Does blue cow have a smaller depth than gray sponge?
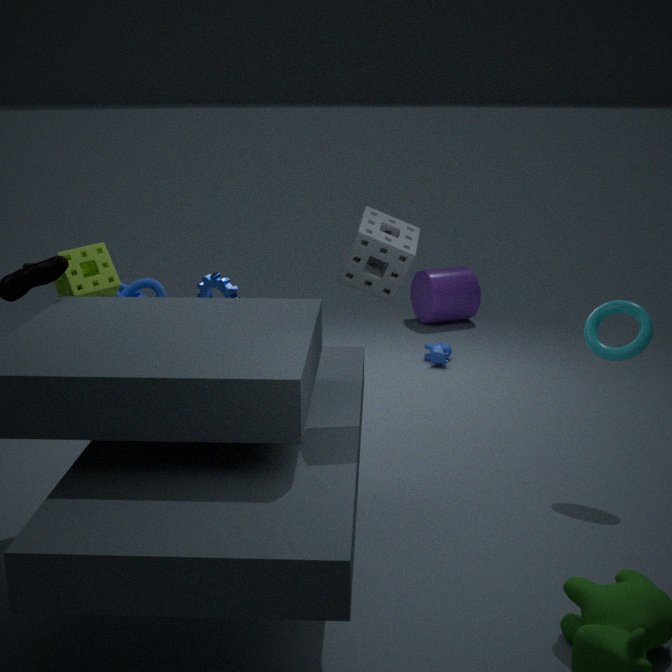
No
